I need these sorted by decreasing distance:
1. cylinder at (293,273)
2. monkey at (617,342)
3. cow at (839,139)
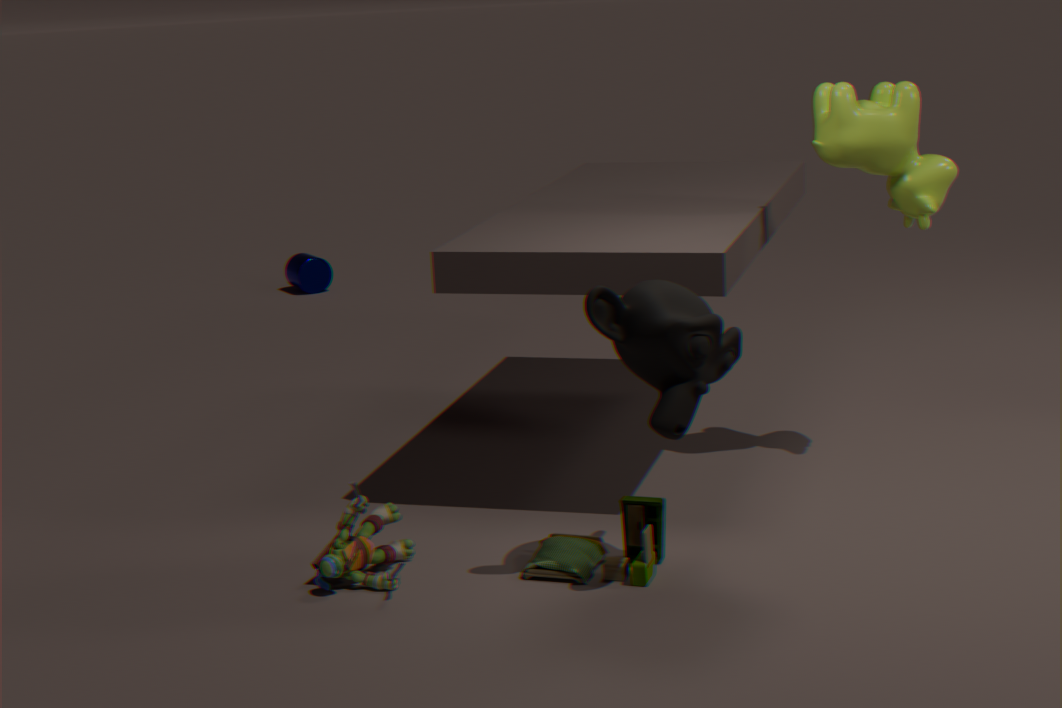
cylinder at (293,273)
cow at (839,139)
monkey at (617,342)
